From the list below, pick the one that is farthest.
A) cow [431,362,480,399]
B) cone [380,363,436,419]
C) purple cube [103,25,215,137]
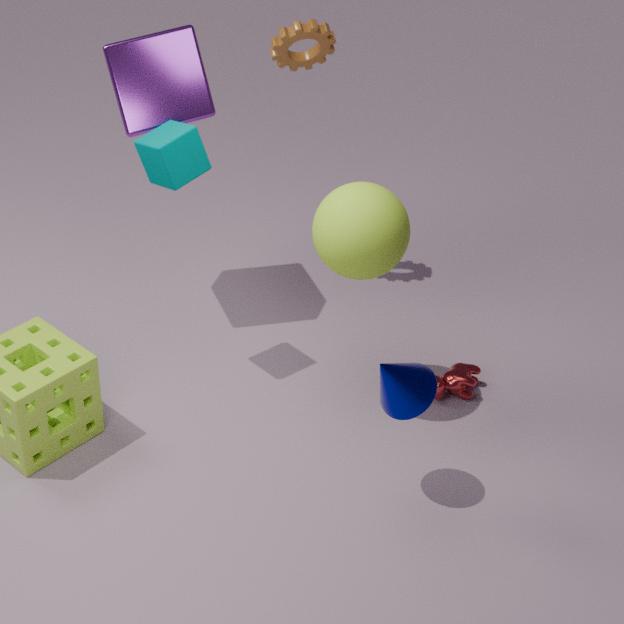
A. cow [431,362,480,399]
